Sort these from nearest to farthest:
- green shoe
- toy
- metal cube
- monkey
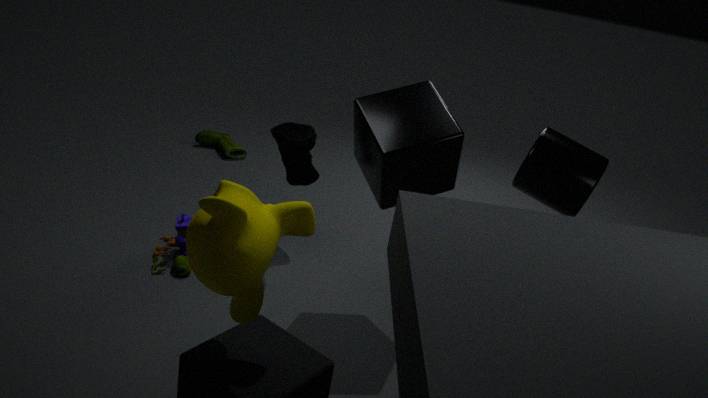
monkey → metal cube → toy → green shoe
